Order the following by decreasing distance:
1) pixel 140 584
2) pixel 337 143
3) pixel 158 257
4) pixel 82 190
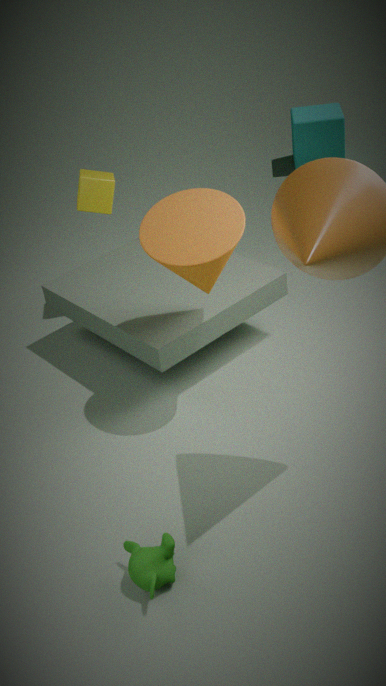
2. pixel 337 143 < 4. pixel 82 190 < 3. pixel 158 257 < 1. pixel 140 584
